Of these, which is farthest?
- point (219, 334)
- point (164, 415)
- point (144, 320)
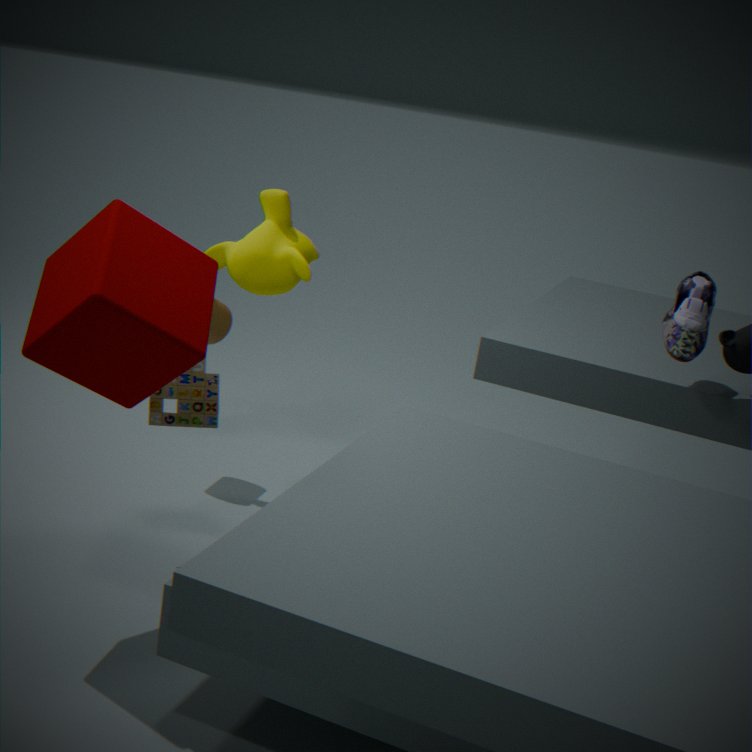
point (219, 334)
